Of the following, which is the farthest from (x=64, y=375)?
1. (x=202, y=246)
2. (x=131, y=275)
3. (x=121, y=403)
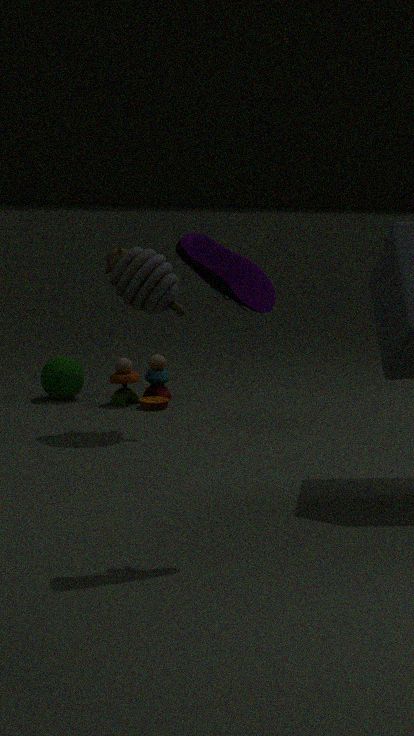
(x=202, y=246)
